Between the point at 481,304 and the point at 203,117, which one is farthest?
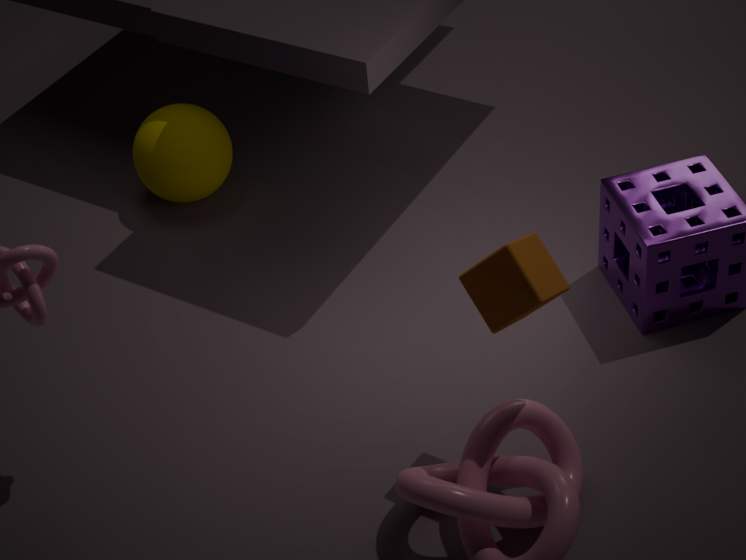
the point at 203,117
